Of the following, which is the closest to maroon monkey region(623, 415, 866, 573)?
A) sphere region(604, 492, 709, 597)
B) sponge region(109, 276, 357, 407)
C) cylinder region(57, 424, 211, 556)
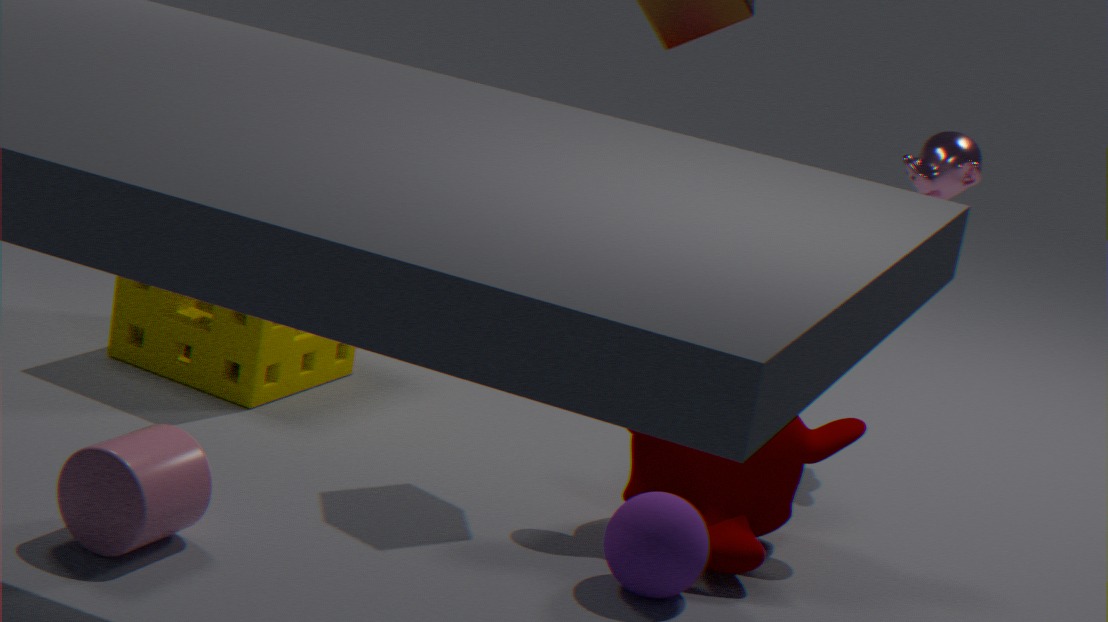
sphere region(604, 492, 709, 597)
